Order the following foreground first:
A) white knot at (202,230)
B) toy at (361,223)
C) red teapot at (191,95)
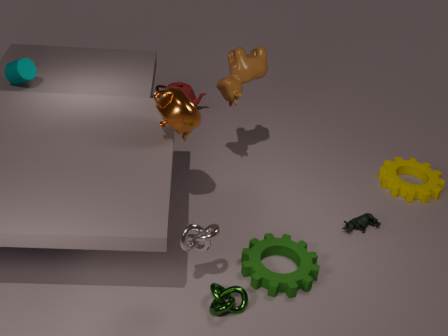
white knot at (202,230) → toy at (361,223) → red teapot at (191,95)
